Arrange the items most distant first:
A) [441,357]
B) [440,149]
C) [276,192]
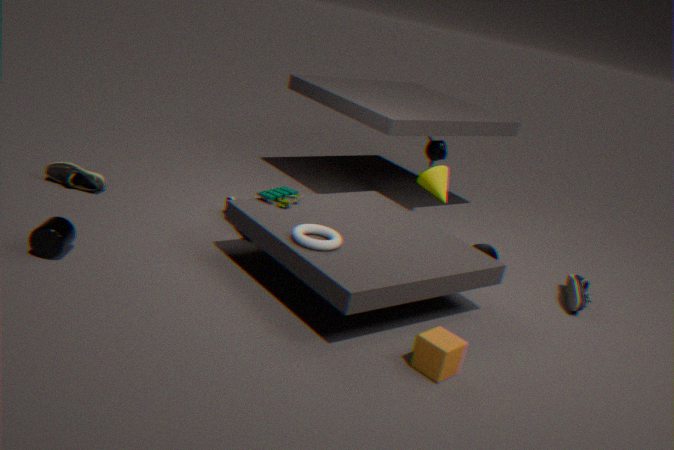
1. B. [440,149]
2. C. [276,192]
3. A. [441,357]
